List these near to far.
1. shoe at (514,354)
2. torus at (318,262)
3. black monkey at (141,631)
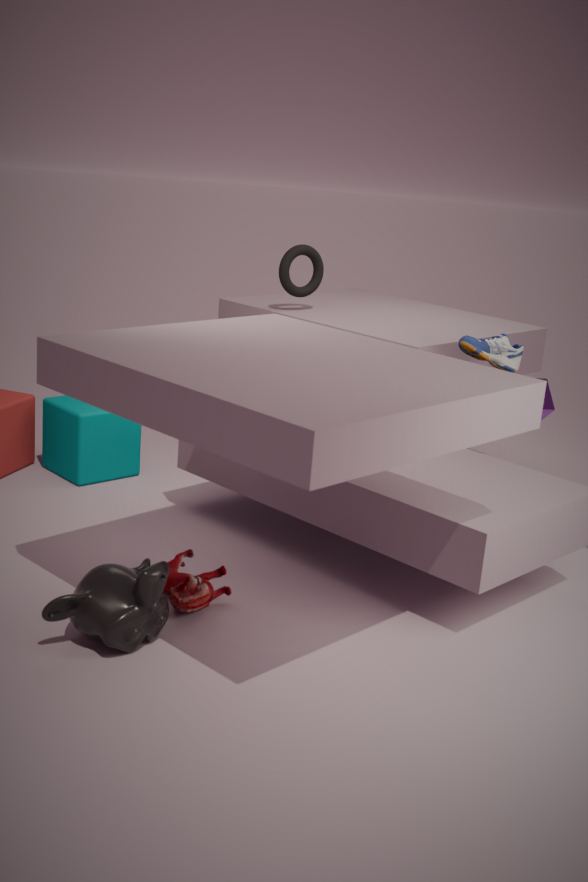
black monkey at (141,631)
shoe at (514,354)
torus at (318,262)
